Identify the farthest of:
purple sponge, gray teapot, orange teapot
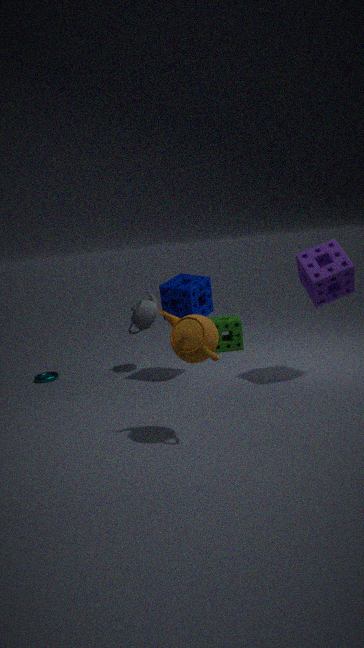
gray teapot
